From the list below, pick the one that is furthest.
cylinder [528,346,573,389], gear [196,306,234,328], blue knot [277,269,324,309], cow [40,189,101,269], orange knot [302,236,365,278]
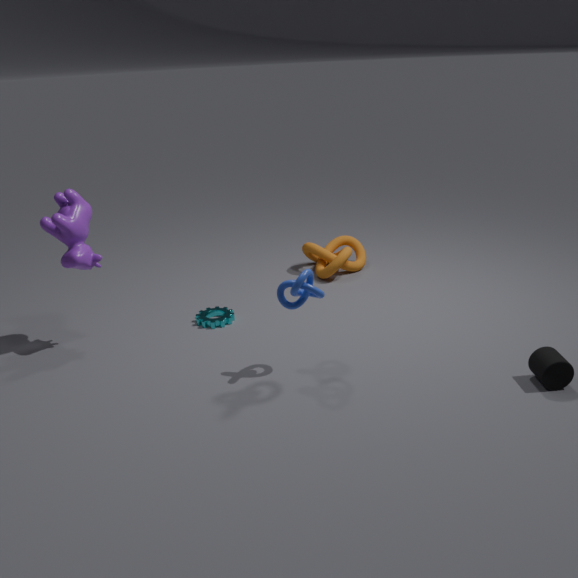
orange knot [302,236,365,278]
